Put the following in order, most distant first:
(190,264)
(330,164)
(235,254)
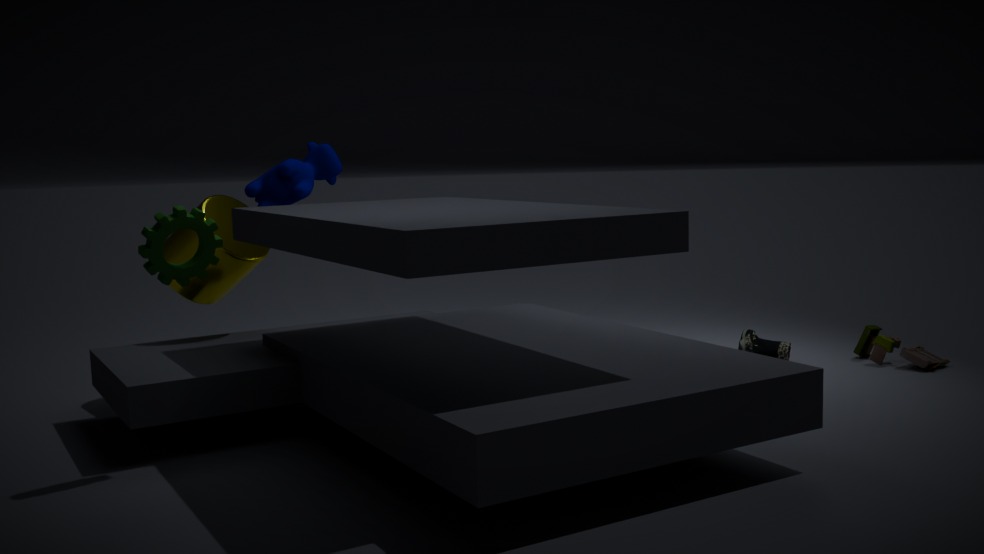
(330,164) < (235,254) < (190,264)
